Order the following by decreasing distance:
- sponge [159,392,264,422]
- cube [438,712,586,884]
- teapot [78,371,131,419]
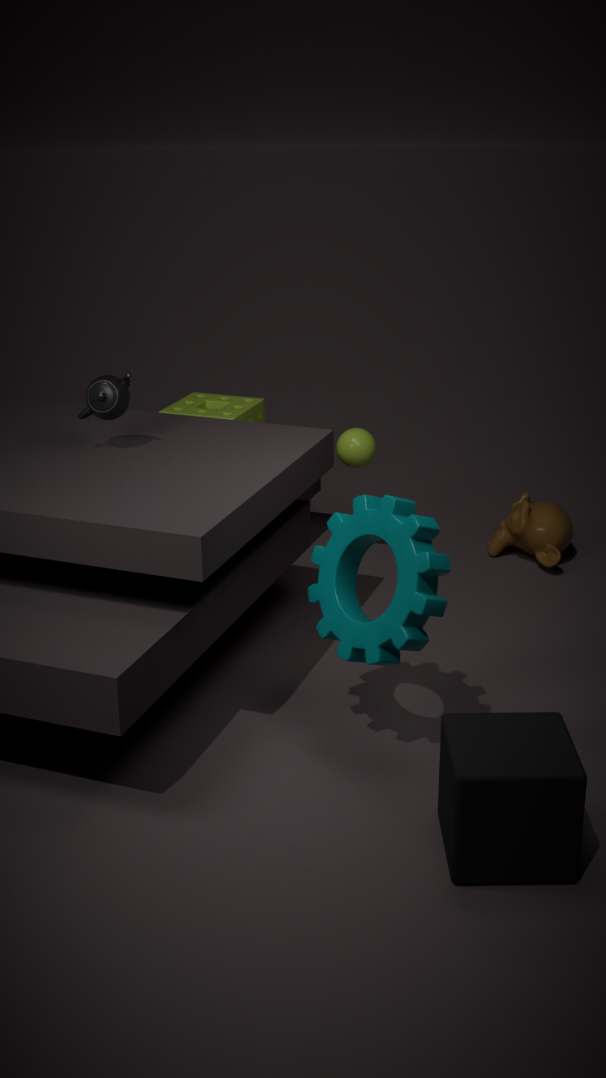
1. sponge [159,392,264,422]
2. teapot [78,371,131,419]
3. cube [438,712,586,884]
